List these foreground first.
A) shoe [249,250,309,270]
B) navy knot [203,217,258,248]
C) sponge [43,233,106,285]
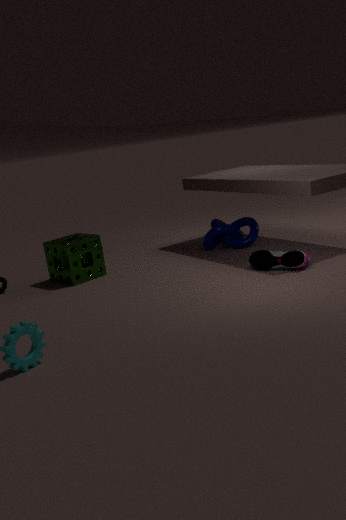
shoe [249,250,309,270] → sponge [43,233,106,285] → navy knot [203,217,258,248]
